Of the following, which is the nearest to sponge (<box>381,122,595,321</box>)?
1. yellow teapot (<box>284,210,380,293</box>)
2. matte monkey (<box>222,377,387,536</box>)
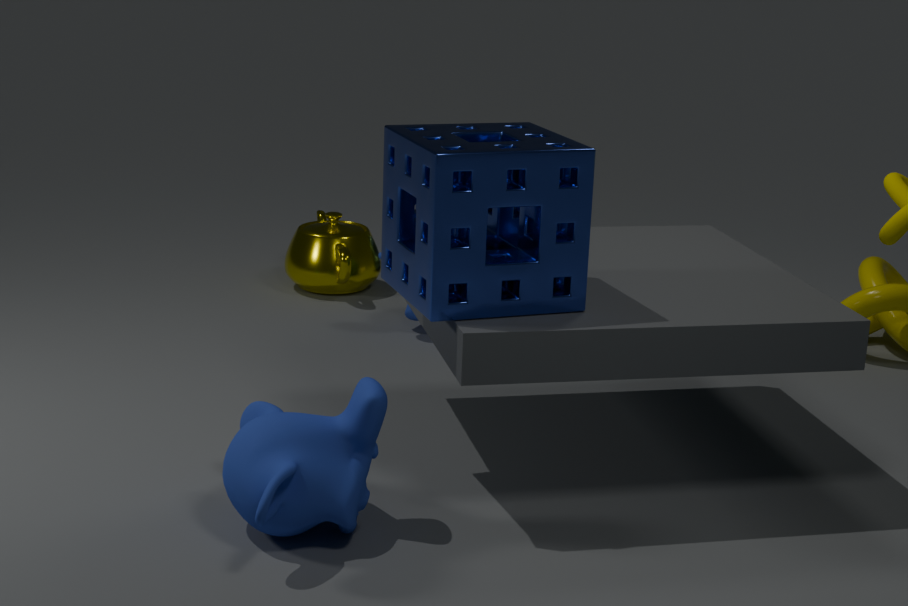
matte monkey (<box>222,377,387,536</box>)
